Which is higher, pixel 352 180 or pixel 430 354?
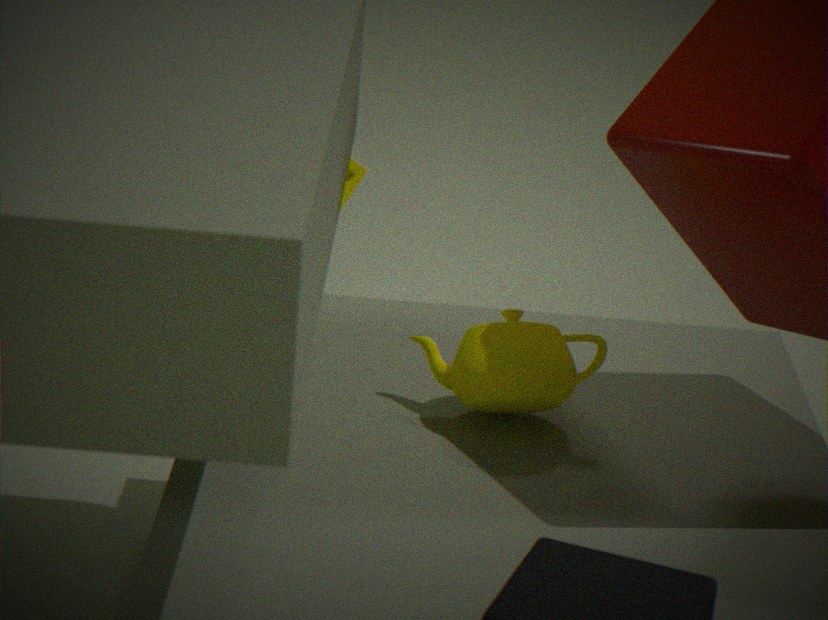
pixel 430 354
